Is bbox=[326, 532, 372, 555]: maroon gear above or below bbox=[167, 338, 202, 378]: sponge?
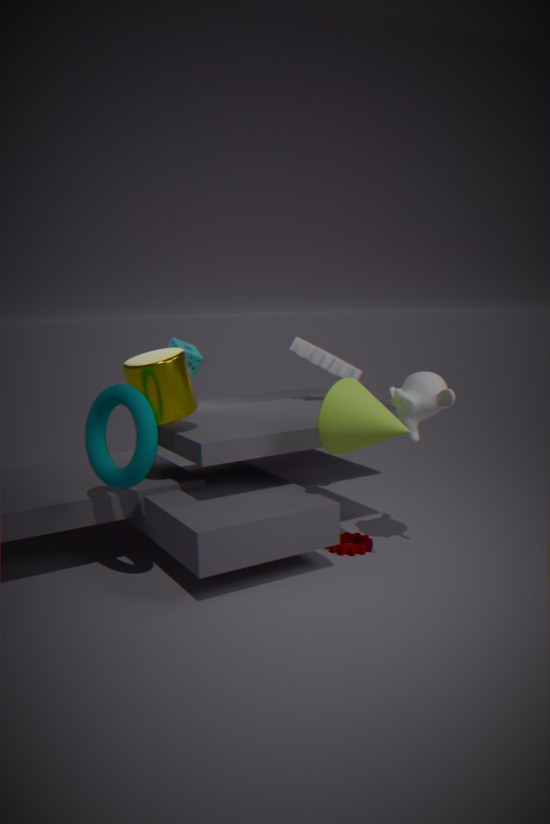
below
